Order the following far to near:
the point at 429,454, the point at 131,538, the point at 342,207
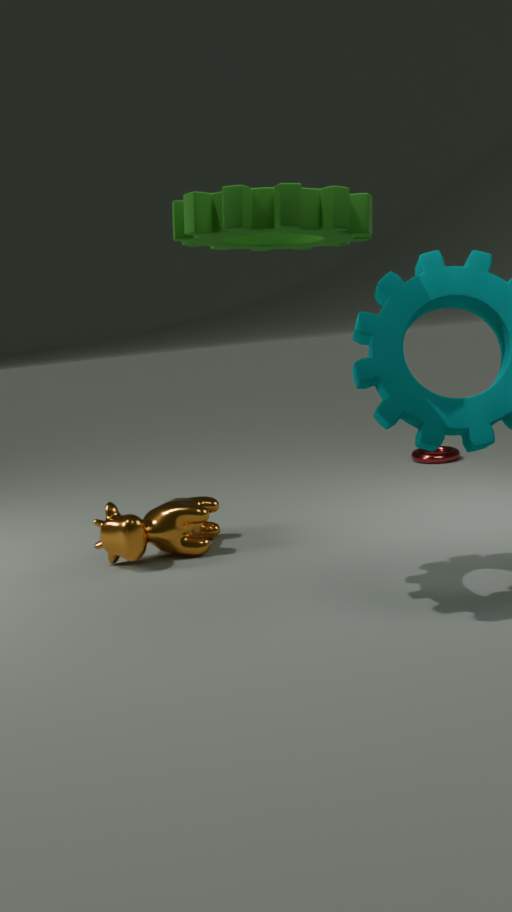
the point at 429,454 < the point at 131,538 < the point at 342,207
